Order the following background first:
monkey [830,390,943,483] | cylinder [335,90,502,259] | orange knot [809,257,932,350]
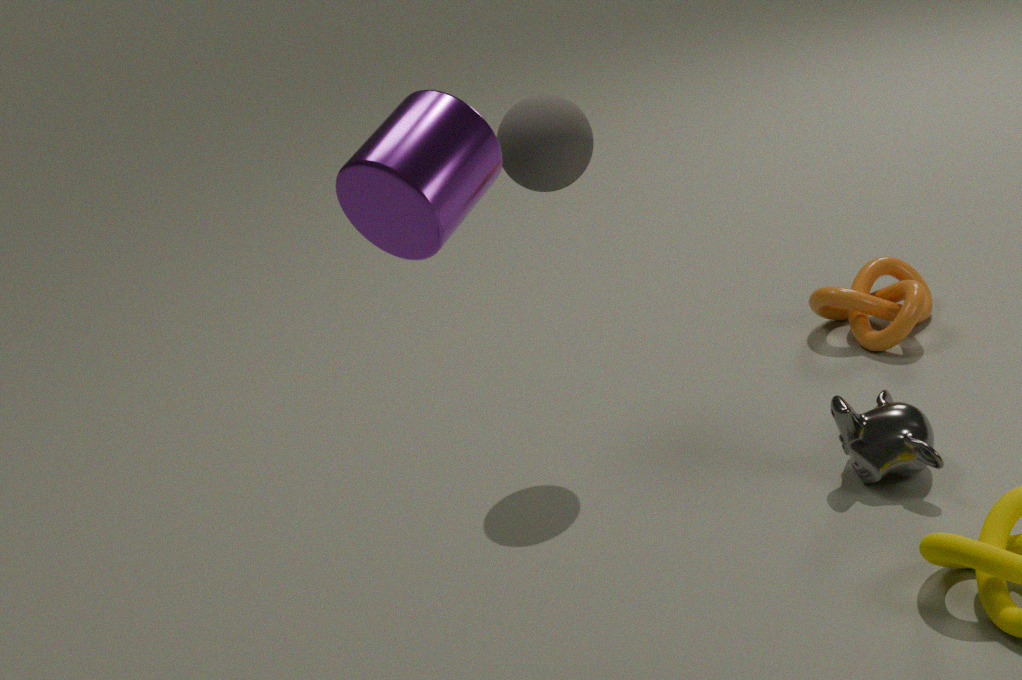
orange knot [809,257,932,350], monkey [830,390,943,483], cylinder [335,90,502,259]
